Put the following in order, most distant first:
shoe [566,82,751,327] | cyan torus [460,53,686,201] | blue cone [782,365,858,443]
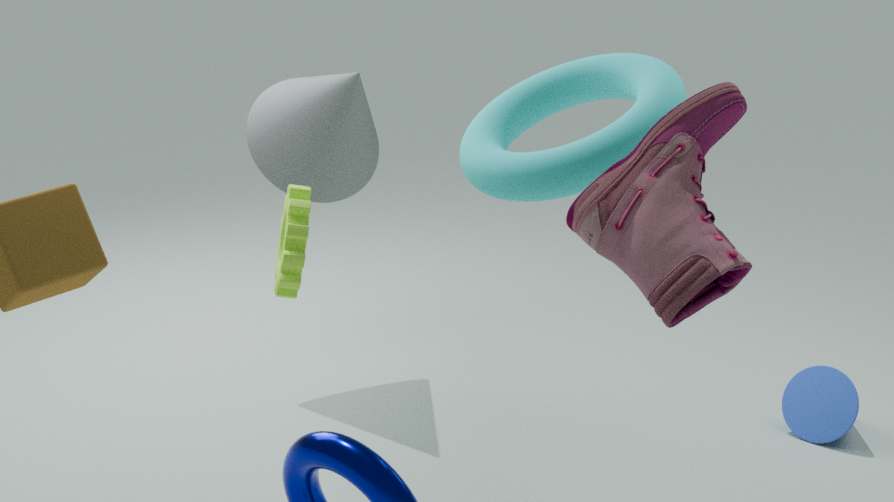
blue cone [782,365,858,443]
cyan torus [460,53,686,201]
shoe [566,82,751,327]
